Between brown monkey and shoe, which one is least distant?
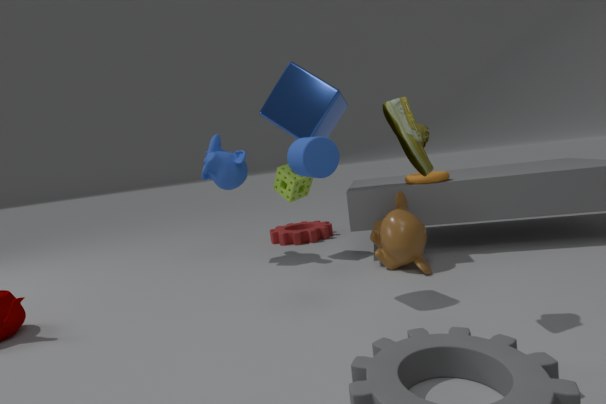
shoe
